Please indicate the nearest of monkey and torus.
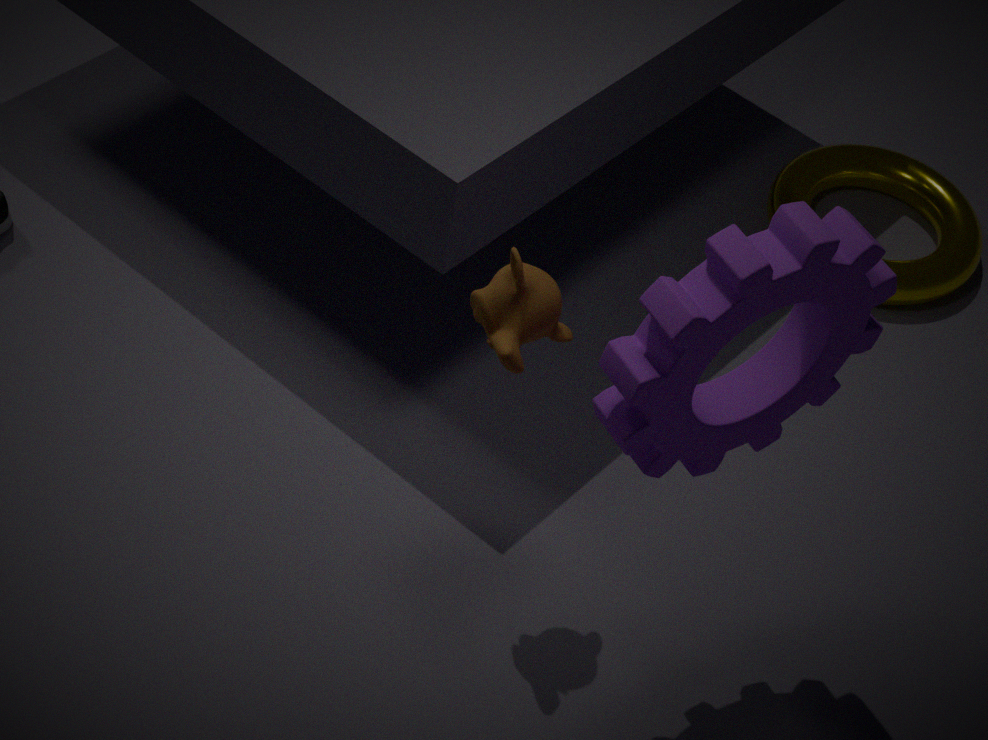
monkey
